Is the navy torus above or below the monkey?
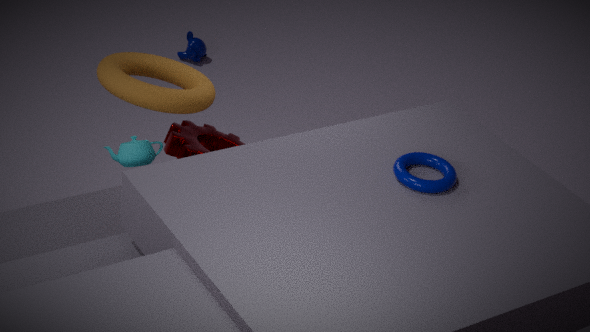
above
